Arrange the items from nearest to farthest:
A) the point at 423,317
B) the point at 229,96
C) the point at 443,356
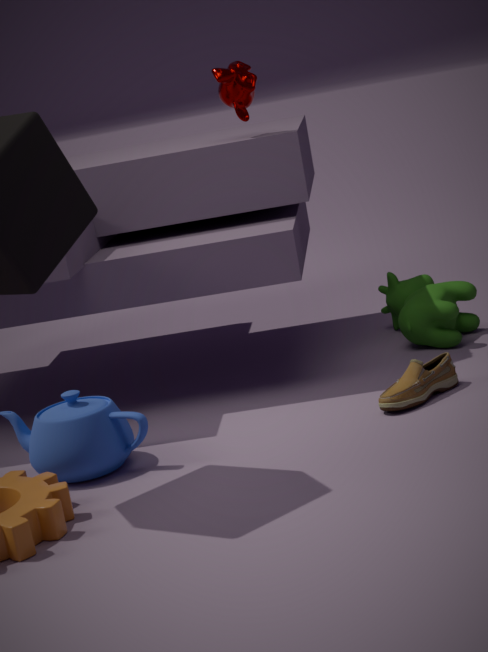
the point at 443,356 → the point at 229,96 → the point at 423,317
